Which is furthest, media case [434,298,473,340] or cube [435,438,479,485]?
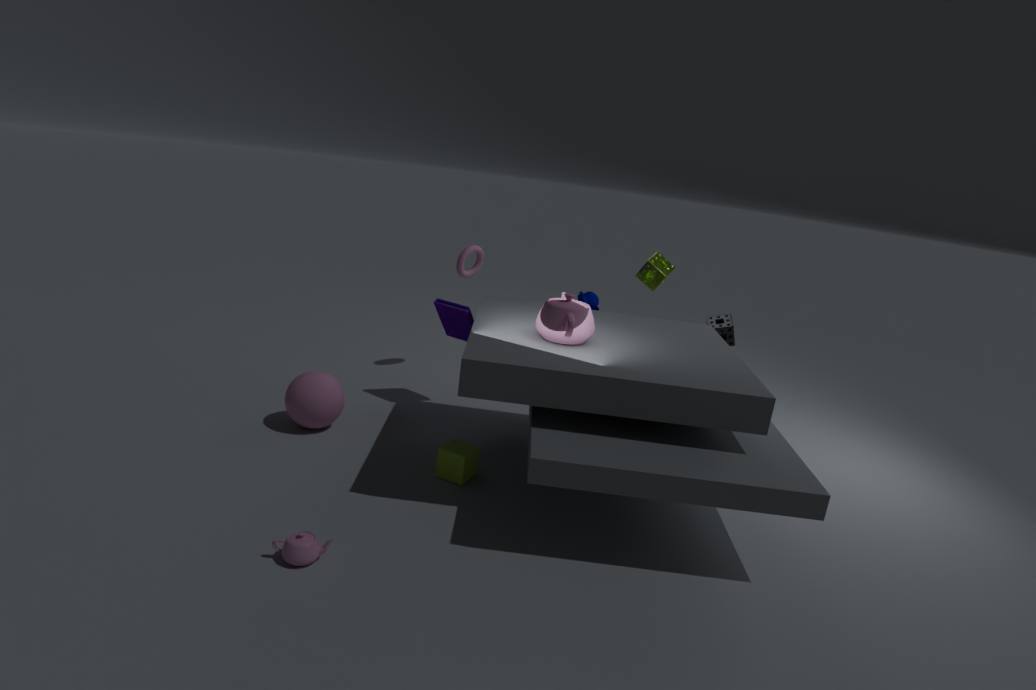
media case [434,298,473,340]
